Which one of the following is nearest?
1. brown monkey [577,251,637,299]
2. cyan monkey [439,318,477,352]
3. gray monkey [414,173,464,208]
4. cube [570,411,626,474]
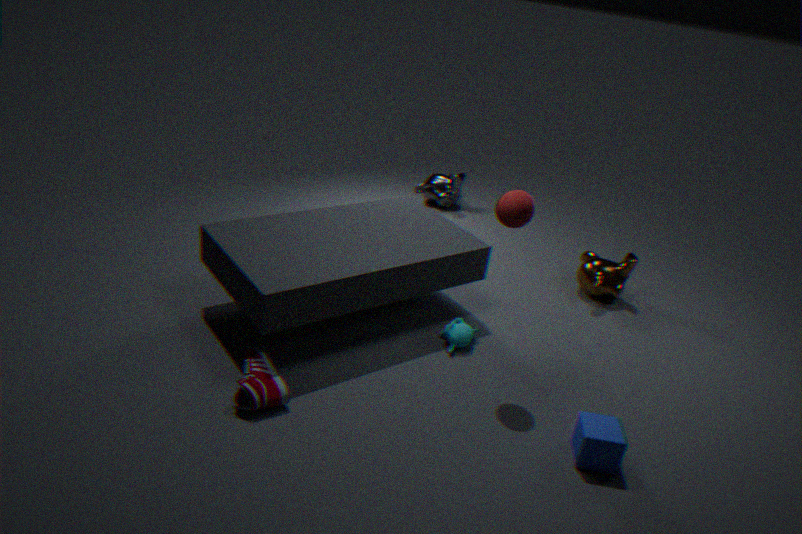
cube [570,411,626,474]
